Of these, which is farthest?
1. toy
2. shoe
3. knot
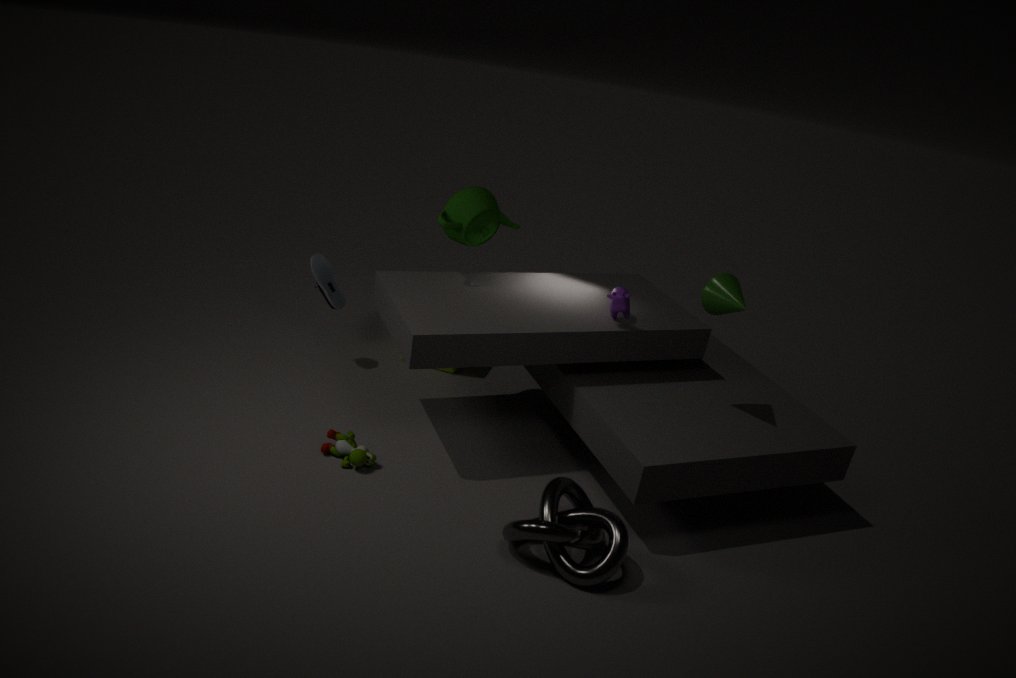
shoe
